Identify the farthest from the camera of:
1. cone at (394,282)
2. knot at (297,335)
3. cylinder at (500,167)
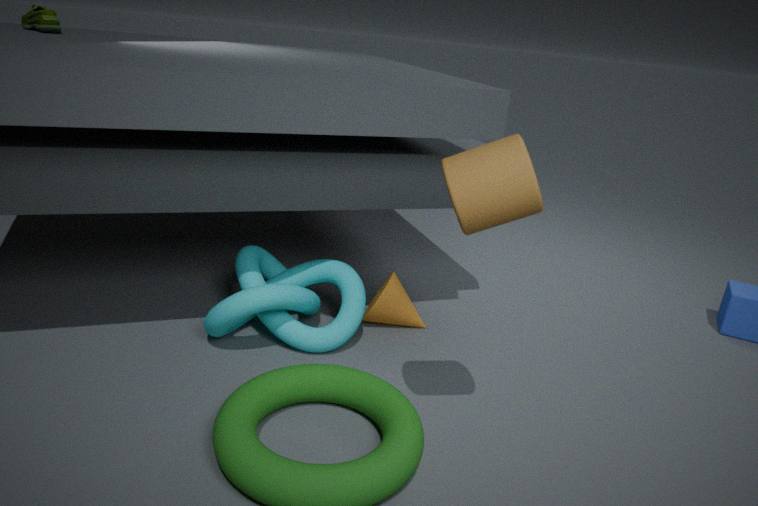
cone at (394,282)
